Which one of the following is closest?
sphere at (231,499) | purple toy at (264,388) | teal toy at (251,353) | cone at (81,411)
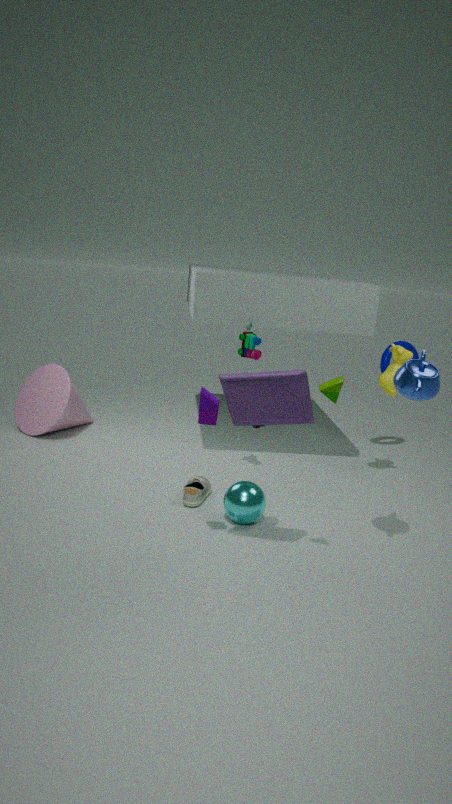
purple toy at (264,388)
